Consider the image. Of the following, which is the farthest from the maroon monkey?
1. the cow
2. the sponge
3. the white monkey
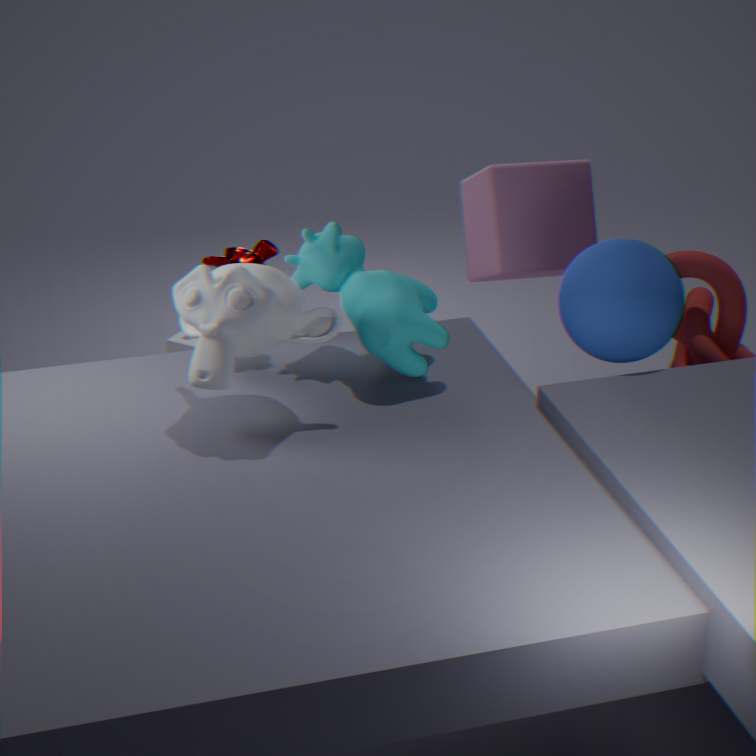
the sponge
